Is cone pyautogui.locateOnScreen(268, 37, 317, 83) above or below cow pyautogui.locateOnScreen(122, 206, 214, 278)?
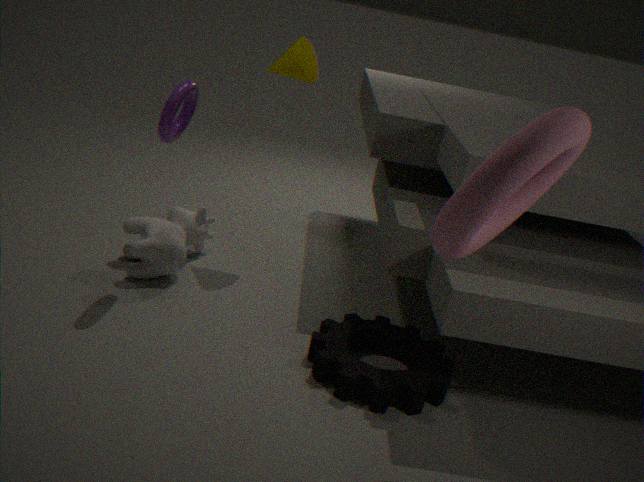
above
